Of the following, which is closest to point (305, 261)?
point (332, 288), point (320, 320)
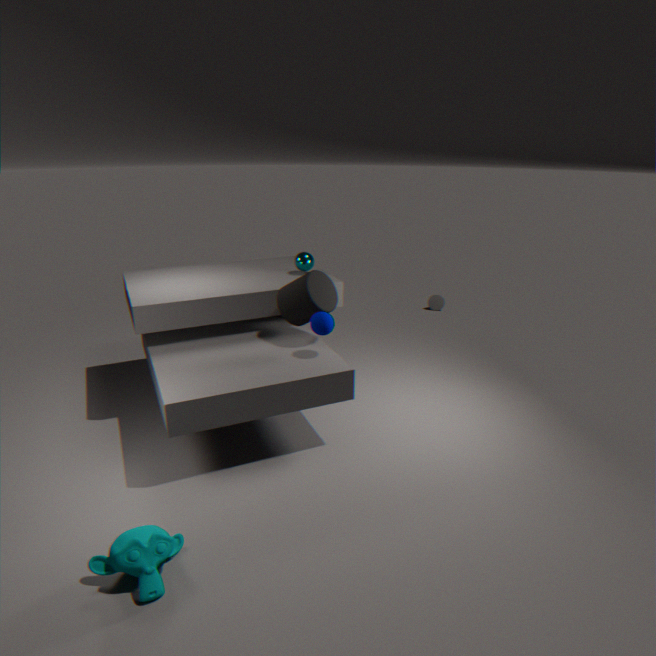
point (332, 288)
